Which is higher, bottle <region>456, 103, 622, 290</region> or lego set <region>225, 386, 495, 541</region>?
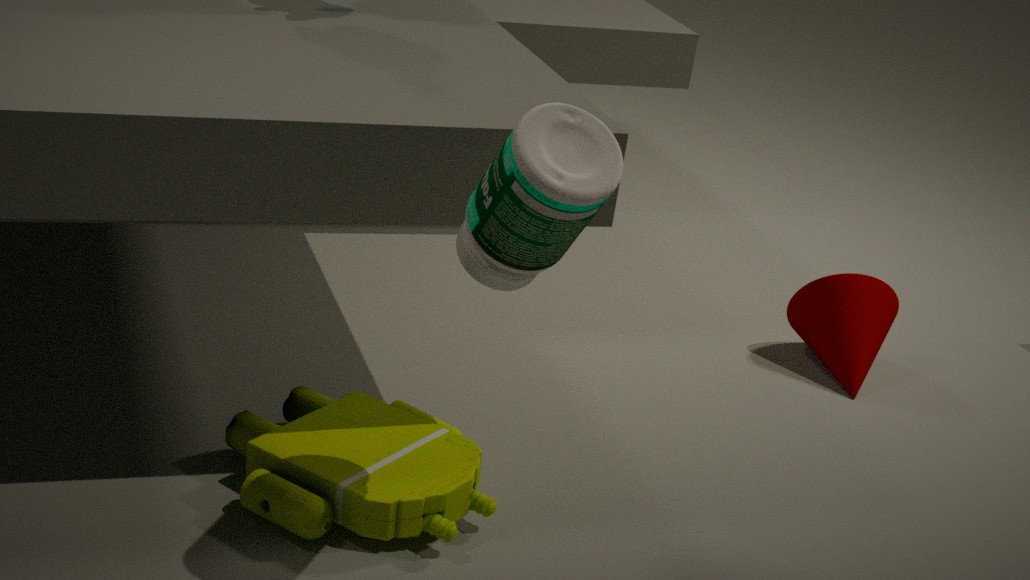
bottle <region>456, 103, 622, 290</region>
